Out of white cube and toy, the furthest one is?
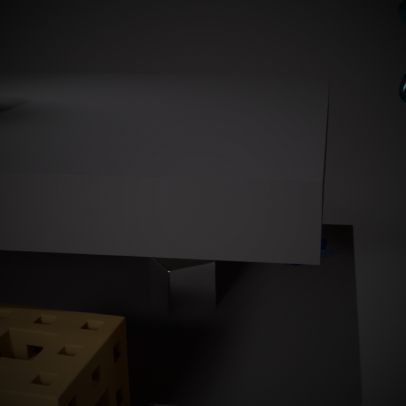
toy
